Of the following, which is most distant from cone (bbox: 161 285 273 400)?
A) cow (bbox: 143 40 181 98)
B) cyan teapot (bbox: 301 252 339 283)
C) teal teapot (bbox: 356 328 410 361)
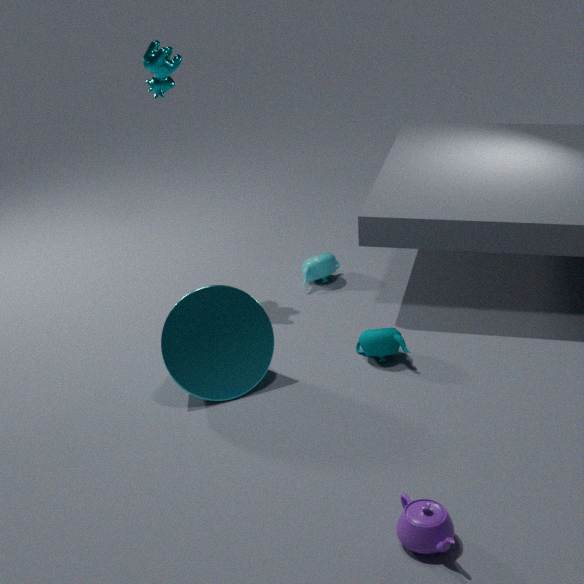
cow (bbox: 143 40 181 98)
